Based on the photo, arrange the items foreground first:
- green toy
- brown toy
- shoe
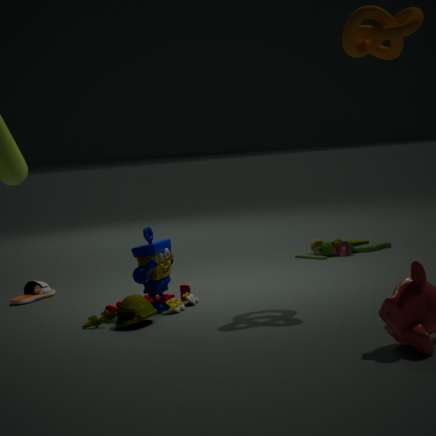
1. brown toy
2. shoe
3. green toy
